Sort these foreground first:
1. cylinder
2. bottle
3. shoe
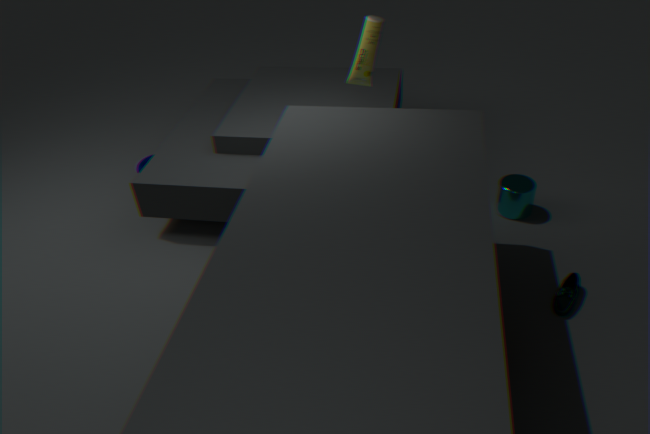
shoe < bottle < cylinder
